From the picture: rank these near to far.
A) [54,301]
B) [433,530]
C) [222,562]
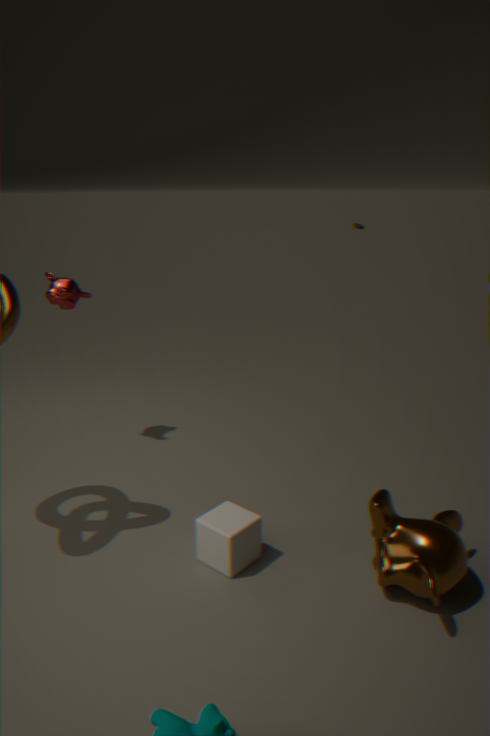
[433,530], [222,562], [54,301]
